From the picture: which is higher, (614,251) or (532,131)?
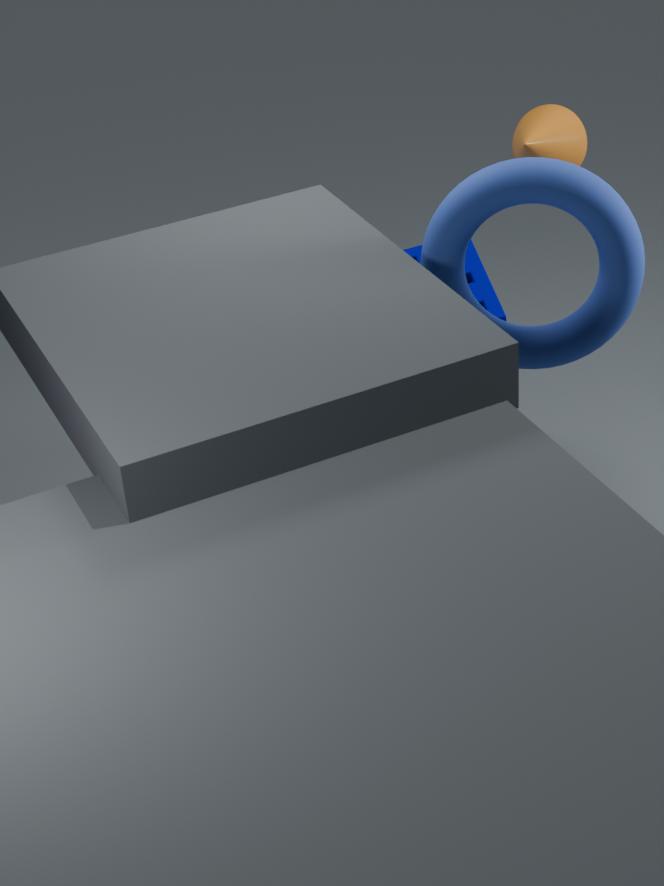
(532,131)
